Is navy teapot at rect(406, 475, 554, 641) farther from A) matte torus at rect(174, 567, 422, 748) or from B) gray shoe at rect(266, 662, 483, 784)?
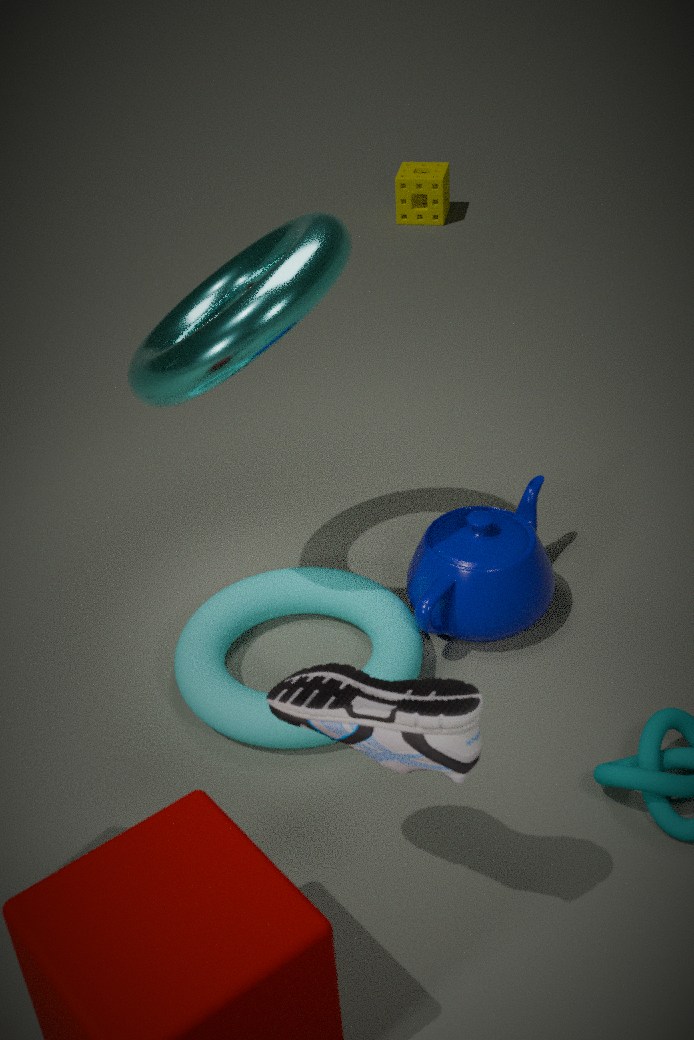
B) gray shoe at rect(266, 662, 483, 784)
